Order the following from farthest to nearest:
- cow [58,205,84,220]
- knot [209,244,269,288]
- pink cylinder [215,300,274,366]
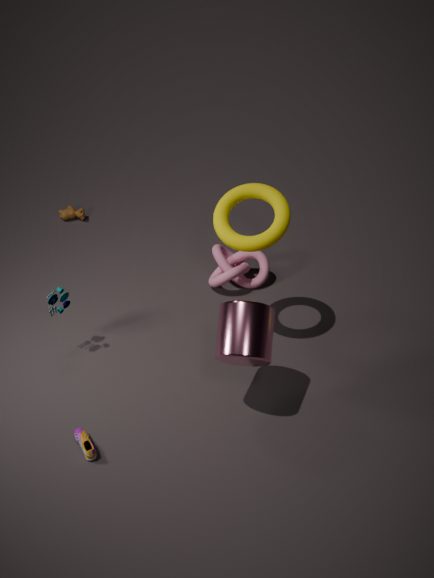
1. cow [58,205,84,220]
2. knot [209,244,269,288]
3. pink cylinder [215,300,274,366]
